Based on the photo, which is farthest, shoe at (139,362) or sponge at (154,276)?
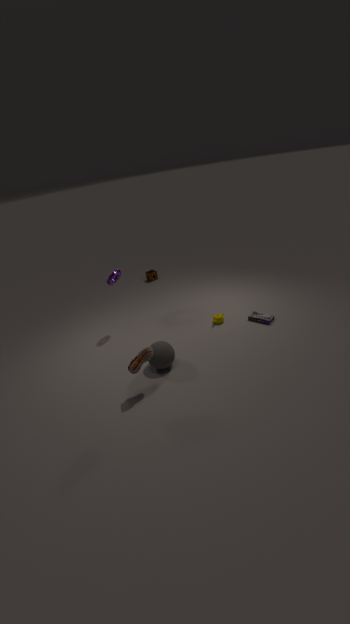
sponge at (154,276)
